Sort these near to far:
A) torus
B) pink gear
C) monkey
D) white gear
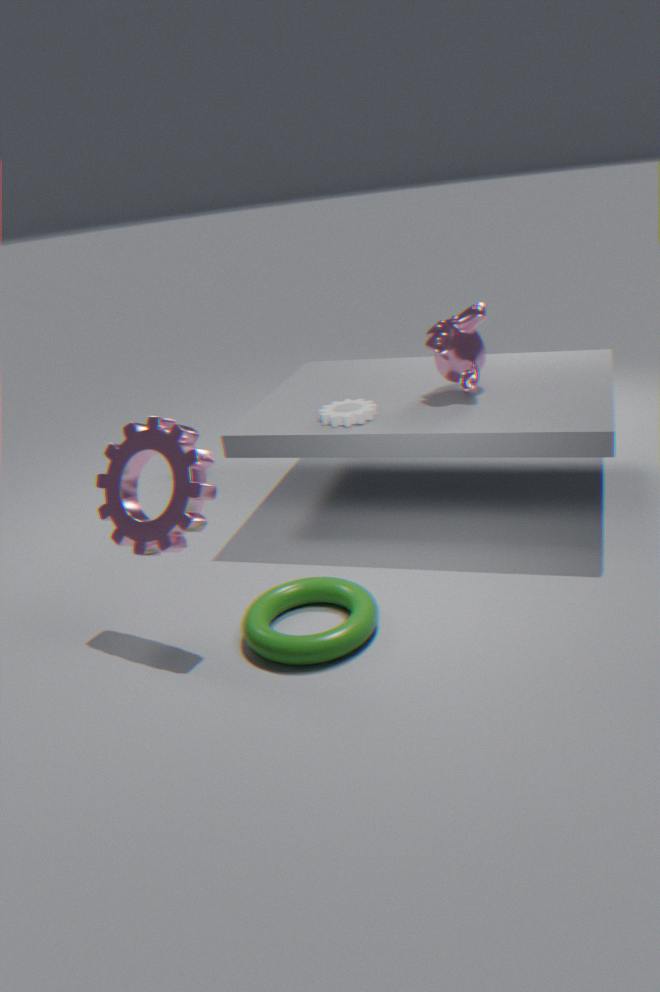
torus, pink gear, white gear, monkey
